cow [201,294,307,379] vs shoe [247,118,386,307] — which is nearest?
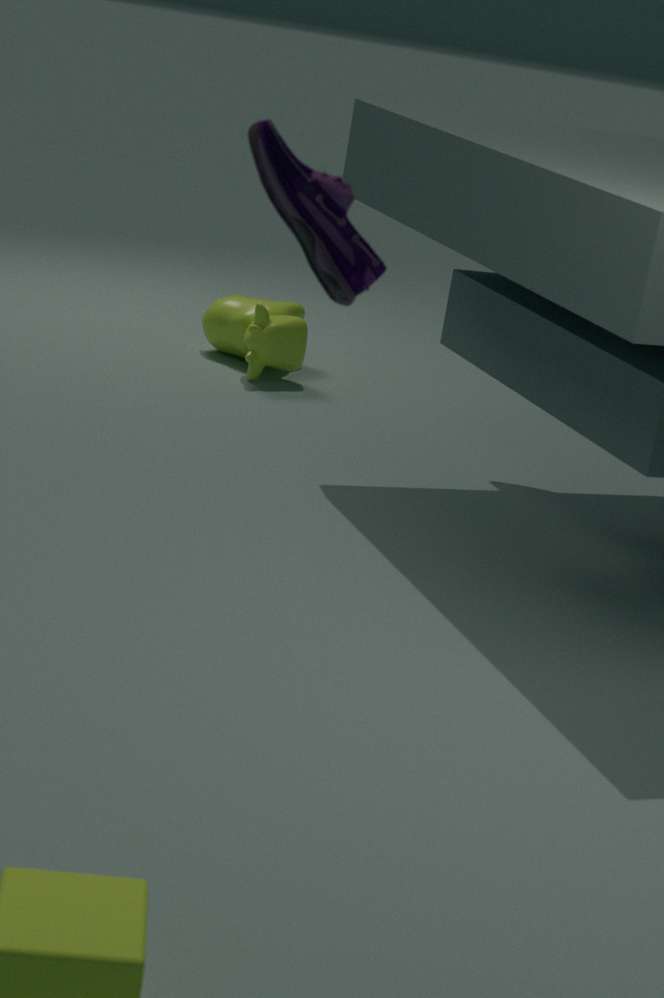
shoe [247,118,386,307]
